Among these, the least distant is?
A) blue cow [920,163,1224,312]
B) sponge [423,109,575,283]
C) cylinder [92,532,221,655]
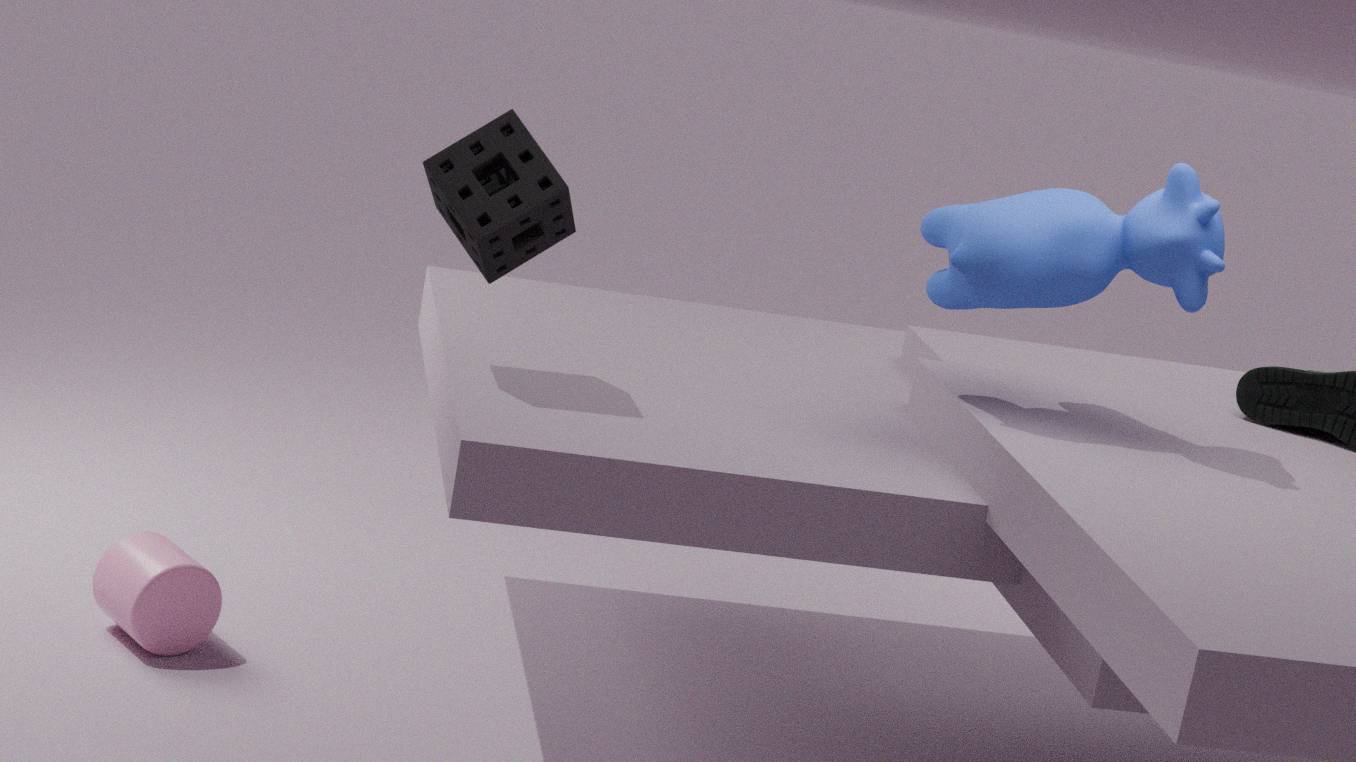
blue cow [920,163,1224,312]
